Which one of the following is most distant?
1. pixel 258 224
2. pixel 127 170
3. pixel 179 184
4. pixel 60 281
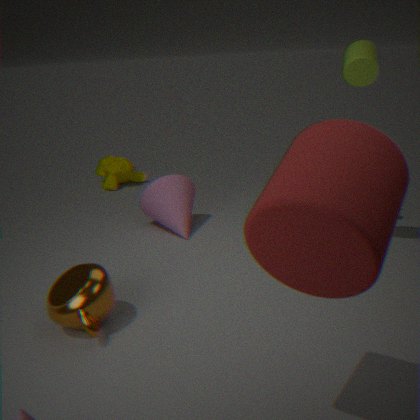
pixel 127 170
